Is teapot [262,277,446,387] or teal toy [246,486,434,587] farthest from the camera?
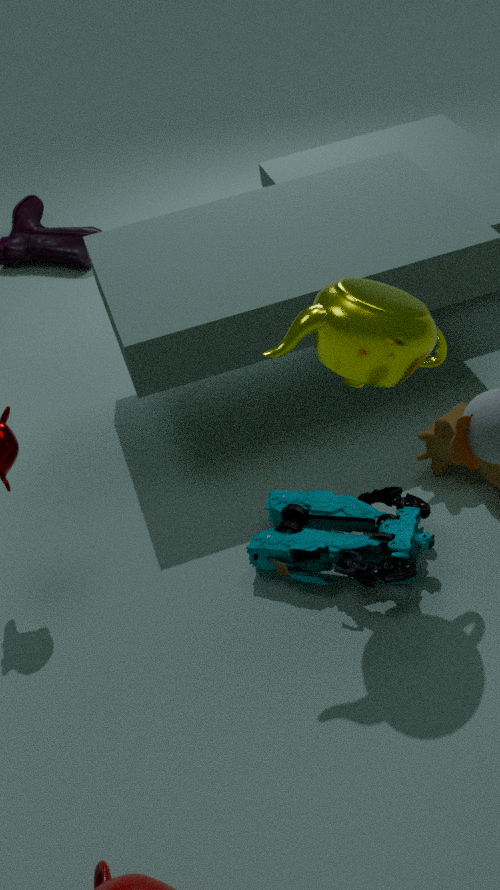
teal toy [246,486,434,587]
